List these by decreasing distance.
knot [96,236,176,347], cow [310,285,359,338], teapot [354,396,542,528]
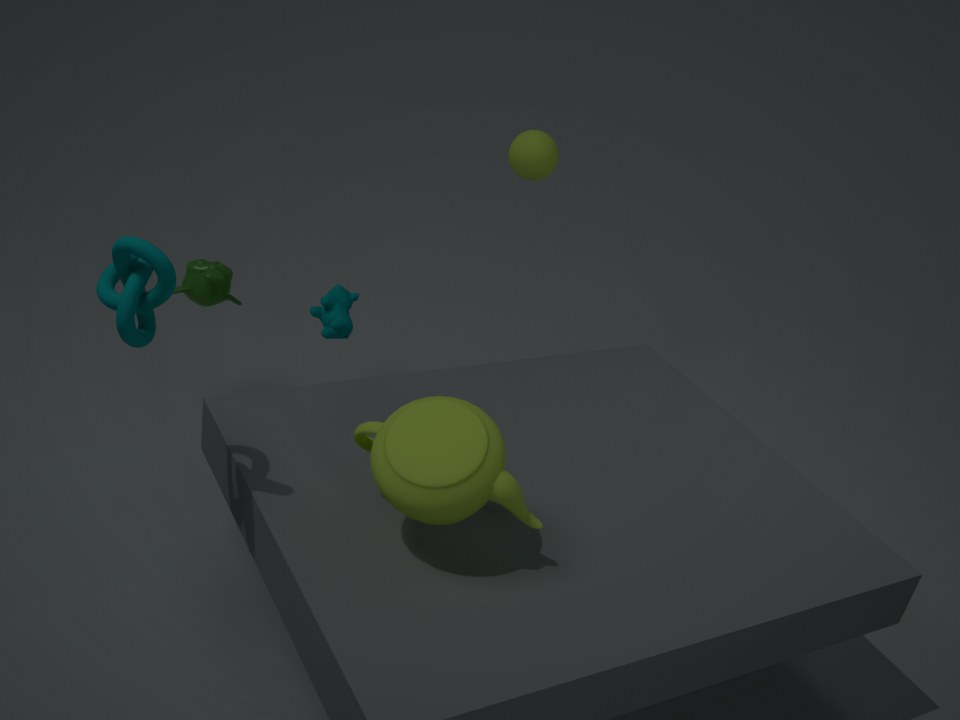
1. cow [310,285,359,338]
2. teapot [354,396,542,528]
3. knot [96,236,176,347]
